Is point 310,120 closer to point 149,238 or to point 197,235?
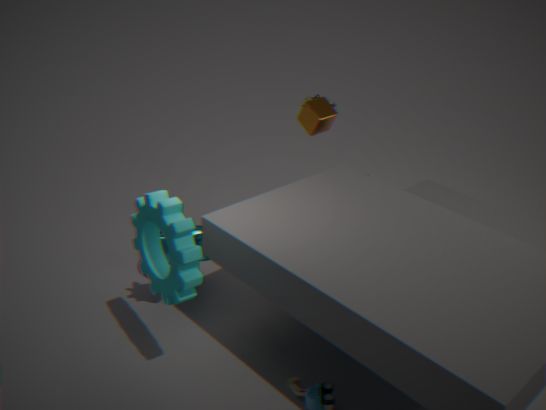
point 197,235
